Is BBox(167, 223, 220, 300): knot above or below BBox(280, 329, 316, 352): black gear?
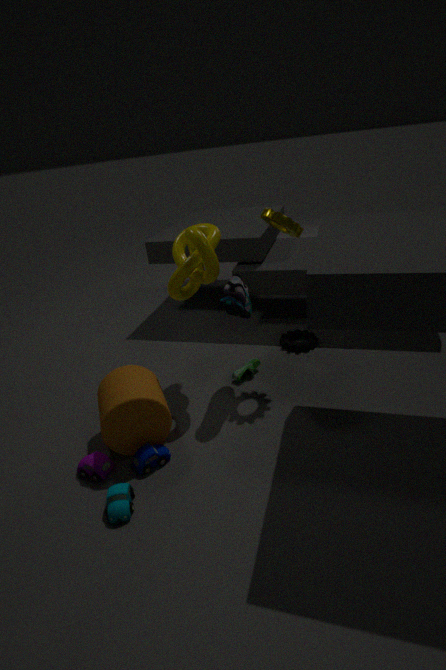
above
